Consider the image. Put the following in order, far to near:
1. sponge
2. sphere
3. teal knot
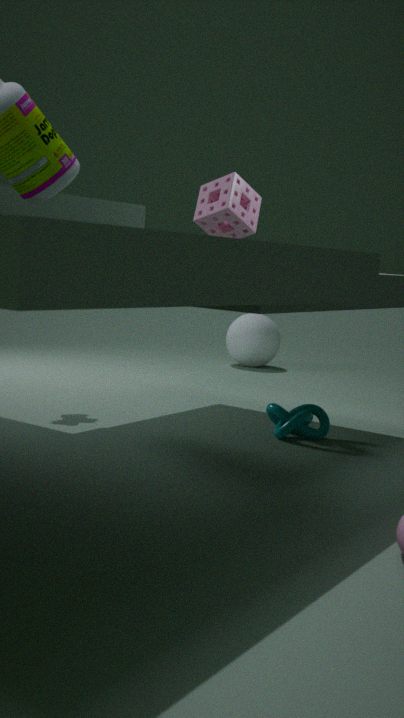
1. sphere
2. teal knot
3. sponge
